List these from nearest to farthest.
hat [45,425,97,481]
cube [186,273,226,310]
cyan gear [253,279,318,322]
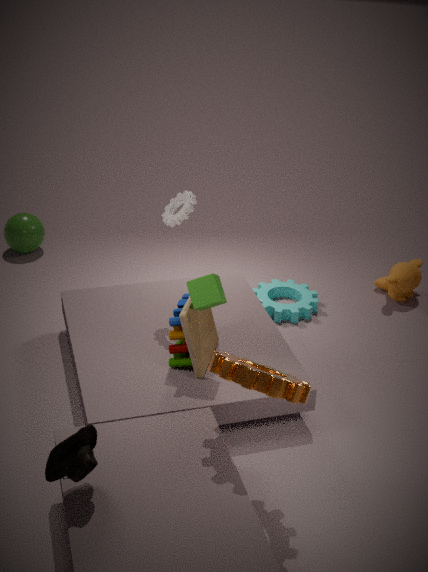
hat [45,425,97,481], cube [186,273,226,310], cyan gear [253,279,318,322]
